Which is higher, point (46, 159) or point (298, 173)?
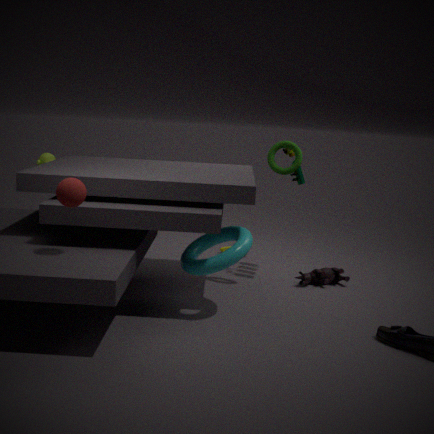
point (298, 173)
